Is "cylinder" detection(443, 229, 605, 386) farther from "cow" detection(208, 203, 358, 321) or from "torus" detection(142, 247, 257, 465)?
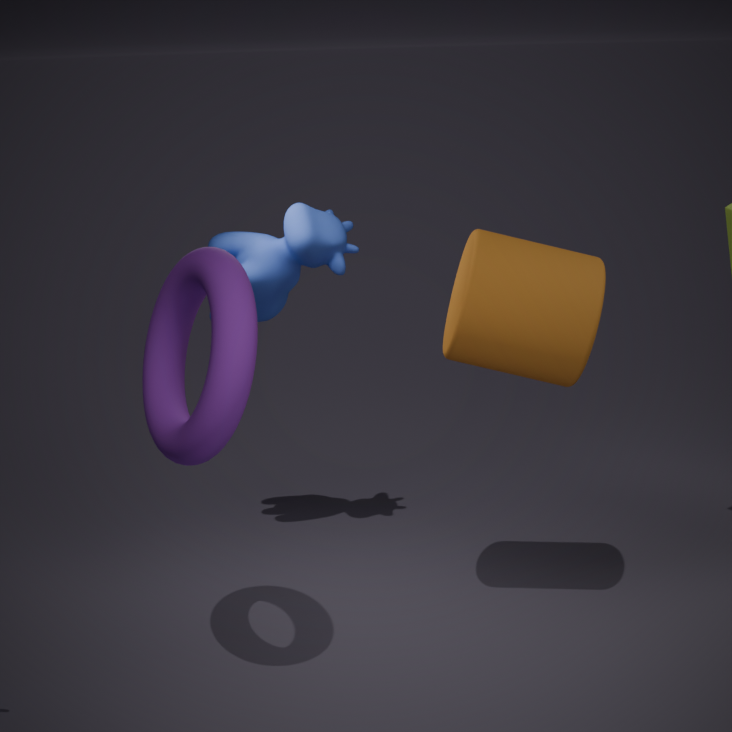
"torus" detection(142, 247, 257, 465)
